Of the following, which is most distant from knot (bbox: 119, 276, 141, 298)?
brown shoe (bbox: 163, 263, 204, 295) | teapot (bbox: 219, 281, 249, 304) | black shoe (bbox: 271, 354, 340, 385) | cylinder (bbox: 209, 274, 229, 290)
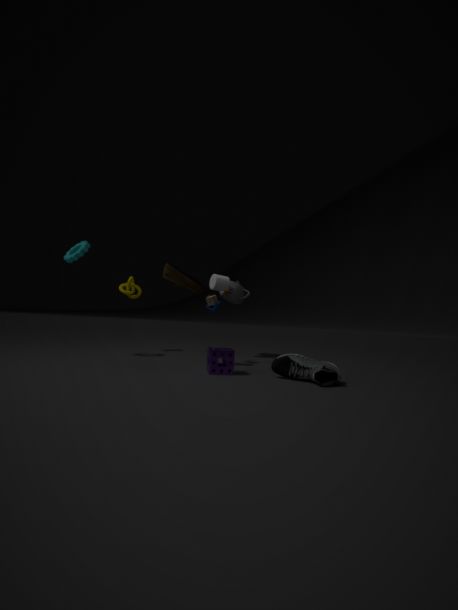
black shoe (bbox: 271, 354, 340, 385)
